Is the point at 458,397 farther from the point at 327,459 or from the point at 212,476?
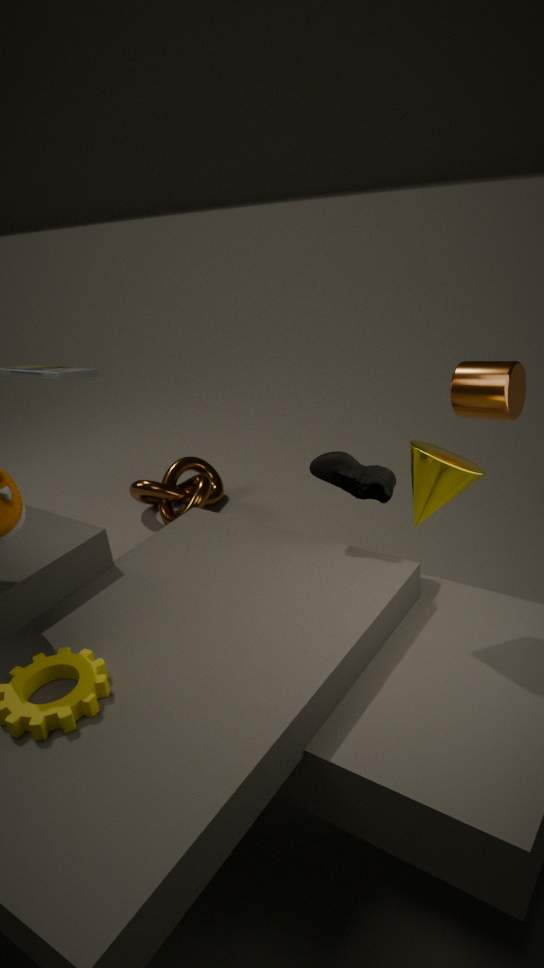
the point at 212,476
